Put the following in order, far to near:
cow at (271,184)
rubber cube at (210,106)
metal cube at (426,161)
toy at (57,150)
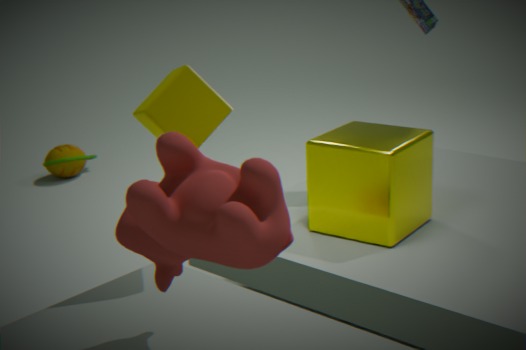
toy at (57,150), metal cube at (426,161), rubber cube at (210,106), cow at (271,184)
